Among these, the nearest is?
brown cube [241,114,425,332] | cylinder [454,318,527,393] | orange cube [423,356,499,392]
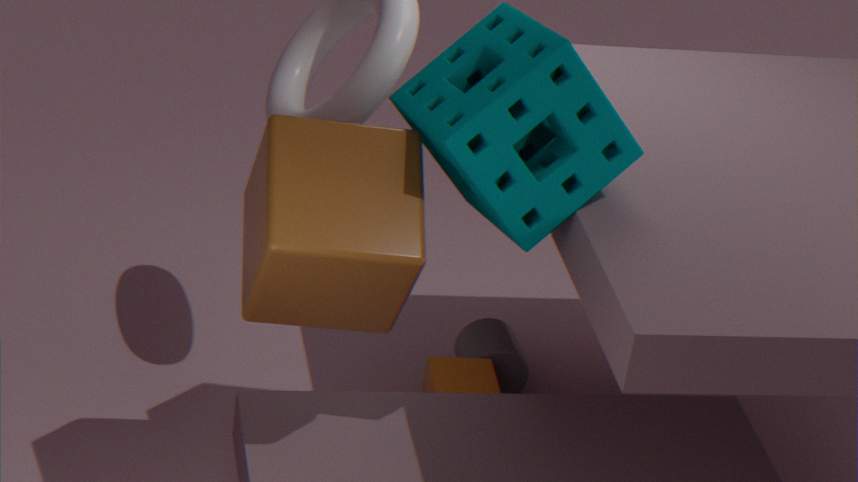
brown cube [241,114,425,332]
